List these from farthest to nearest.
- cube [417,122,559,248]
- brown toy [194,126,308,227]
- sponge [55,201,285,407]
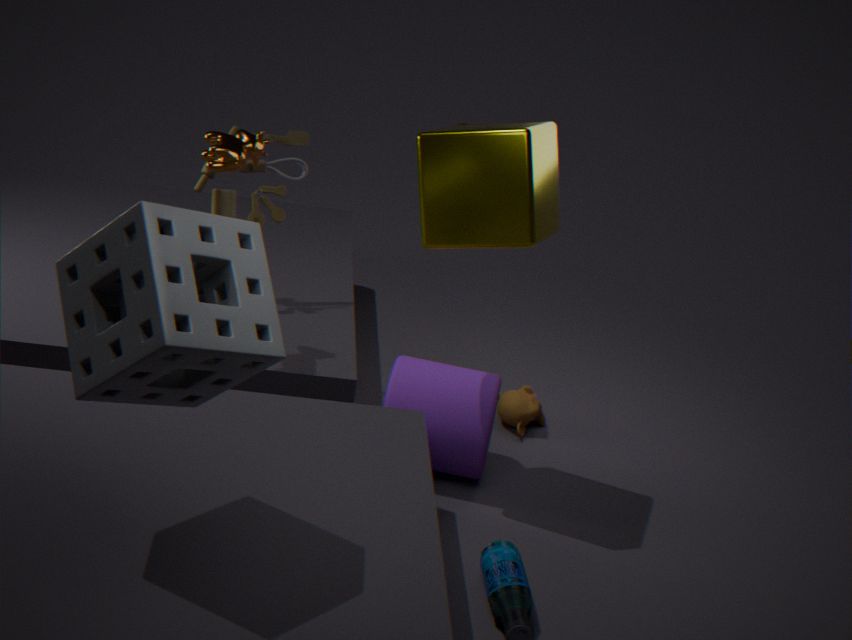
brown toy [194,126,308,227] < cube [417,122,559,248] < sponge [55,201,285,407]
